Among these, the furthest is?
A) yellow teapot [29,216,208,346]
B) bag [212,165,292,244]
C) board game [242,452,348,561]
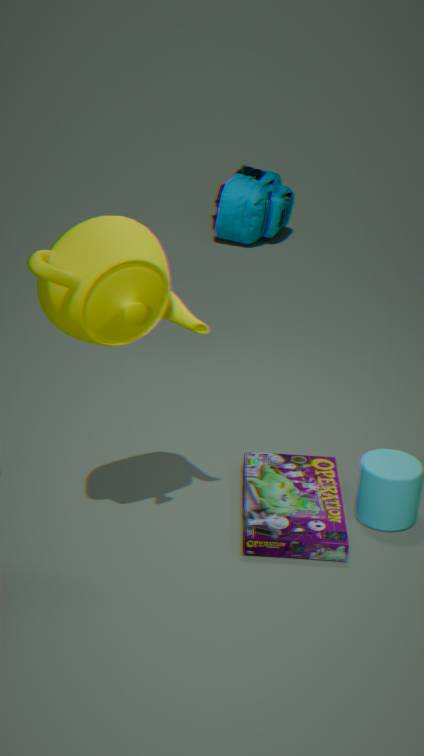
bag [212,165,292,244]
